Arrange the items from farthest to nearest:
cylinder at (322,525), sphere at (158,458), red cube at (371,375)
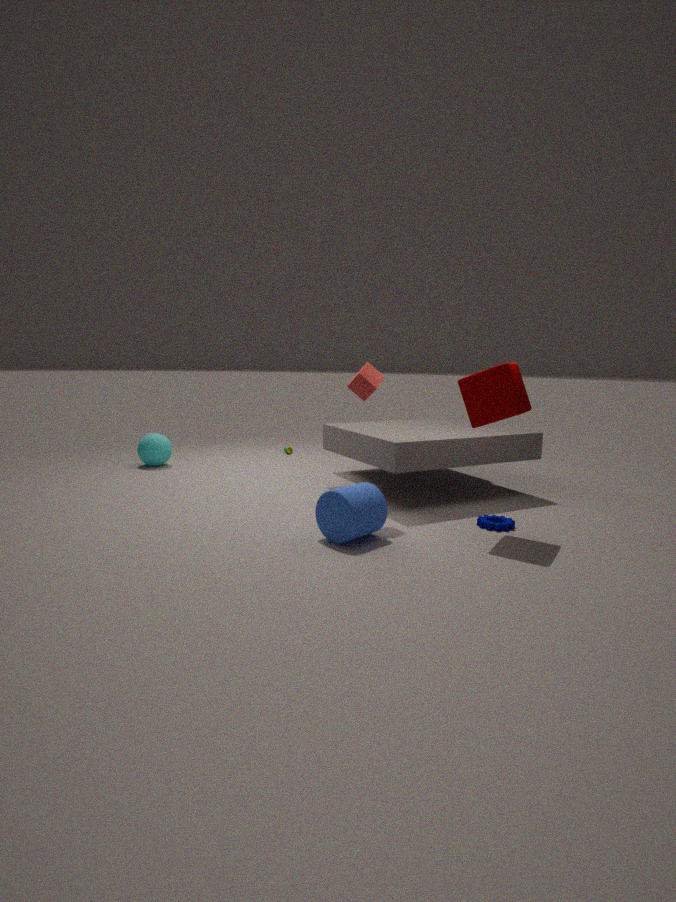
sphere at (158,458) → red cube at (371,375) → cylinder at (322,525)
